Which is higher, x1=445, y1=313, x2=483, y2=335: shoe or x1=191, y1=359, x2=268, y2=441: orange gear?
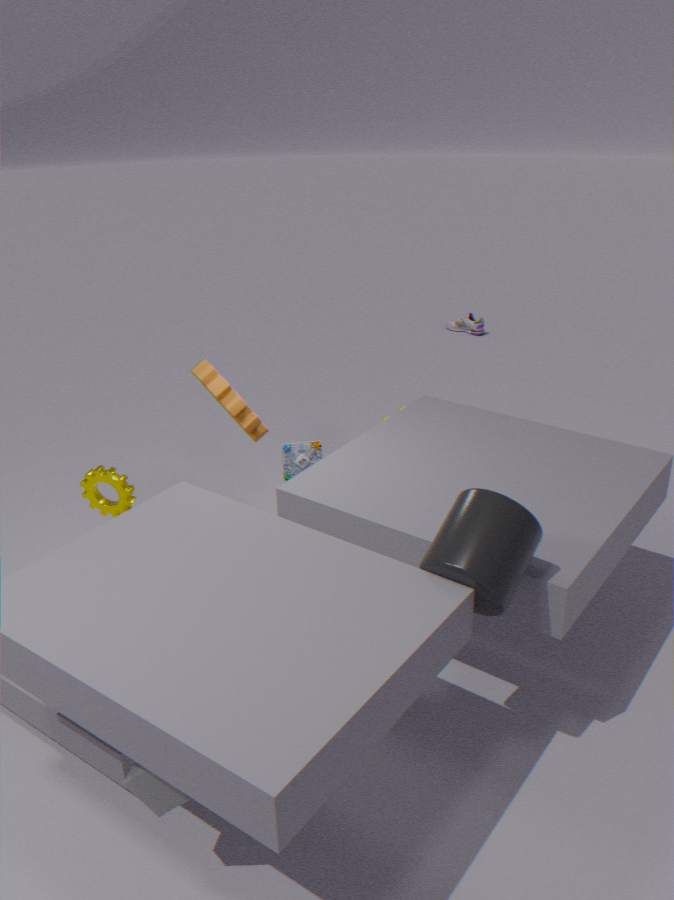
x1=191, y1=359, x2=268, y2=441: orange gear
